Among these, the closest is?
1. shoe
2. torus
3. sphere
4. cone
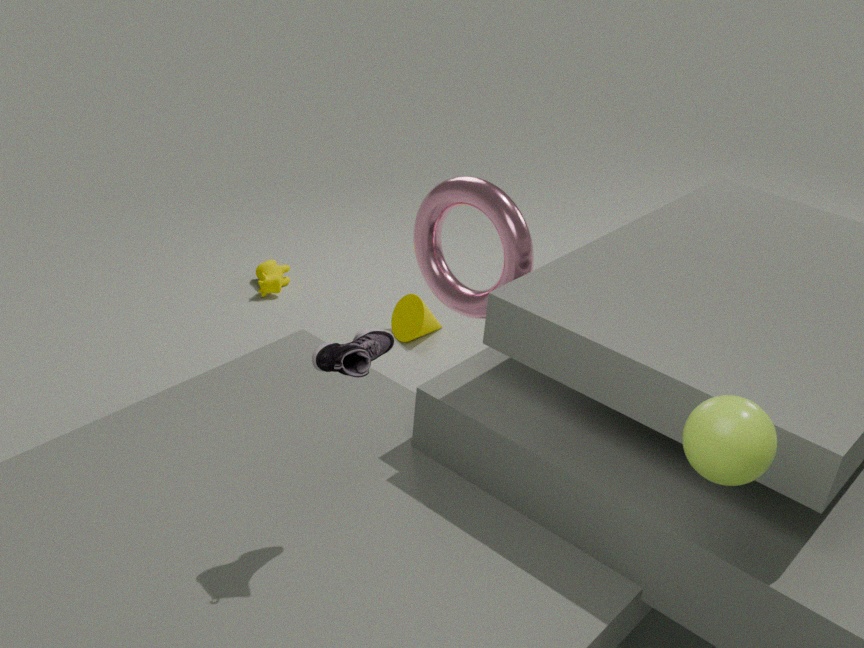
sphere
